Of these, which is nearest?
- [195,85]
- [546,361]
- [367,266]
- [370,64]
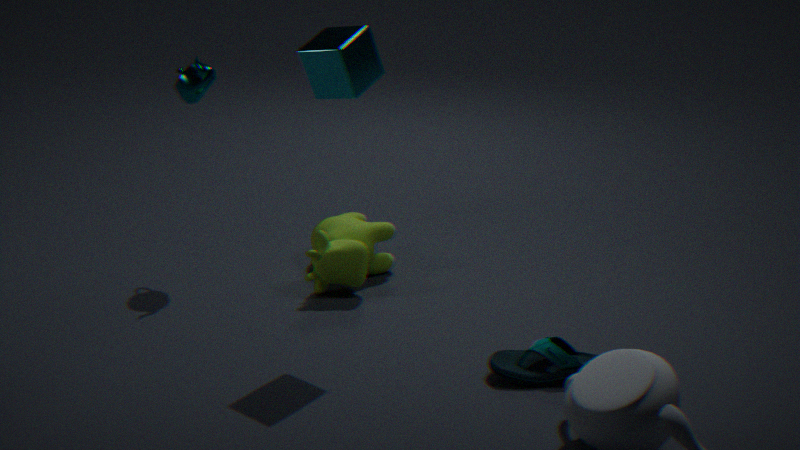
[370,64]
